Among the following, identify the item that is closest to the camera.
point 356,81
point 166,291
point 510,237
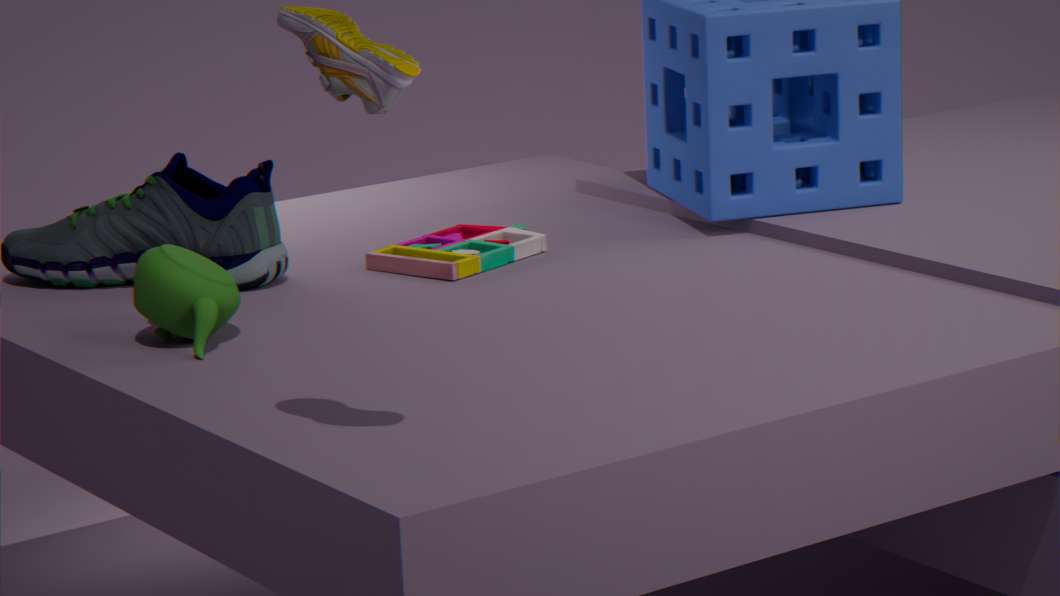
point 356,81
